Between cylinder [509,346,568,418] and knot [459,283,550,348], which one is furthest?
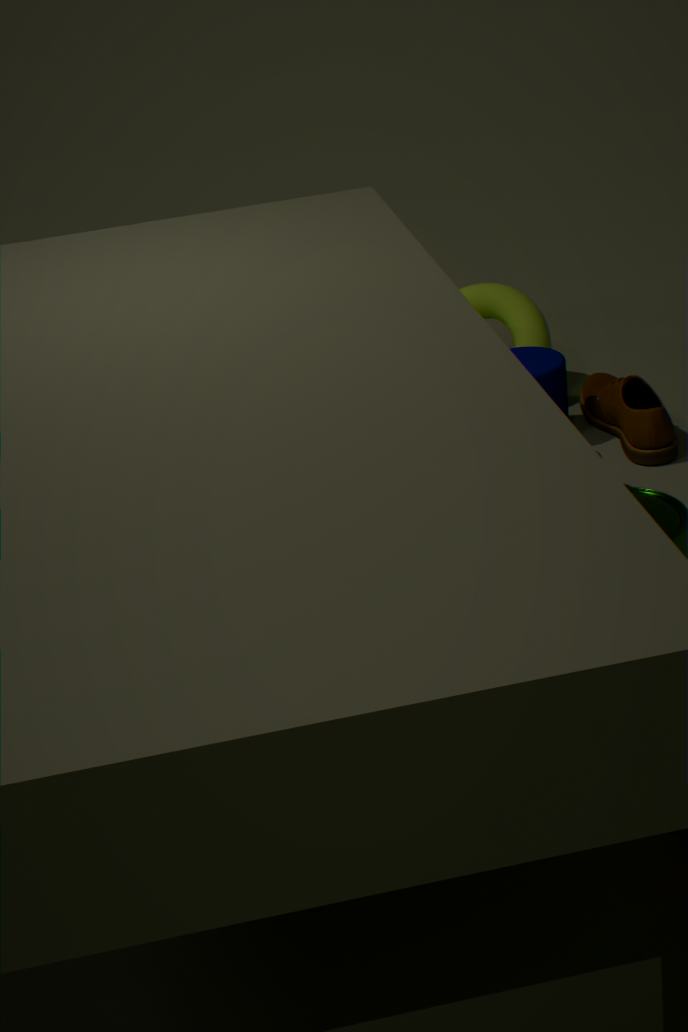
knot [459,283,550,348]
